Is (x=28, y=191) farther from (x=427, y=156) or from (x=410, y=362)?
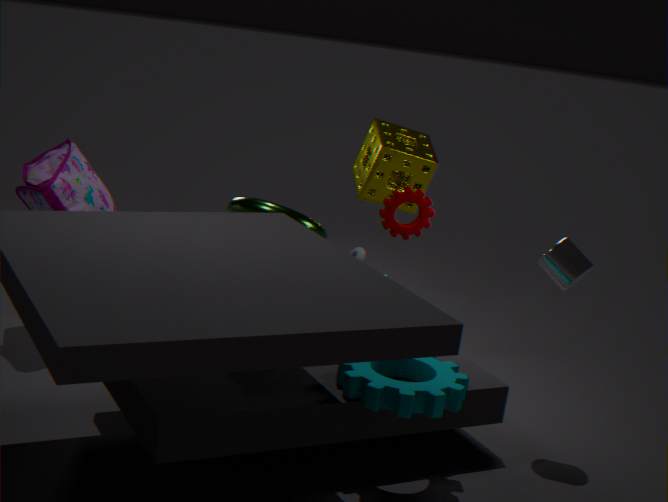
(x=410, y=362)
